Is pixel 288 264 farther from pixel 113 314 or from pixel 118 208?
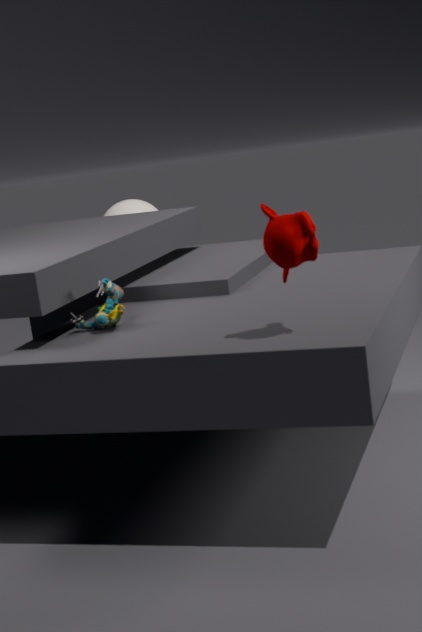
pixel 118 208
